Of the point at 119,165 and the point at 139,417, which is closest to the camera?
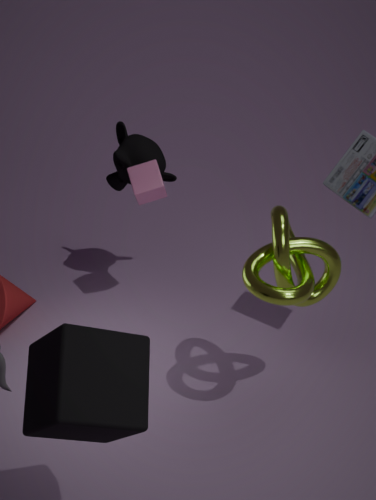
the point at 139,417
